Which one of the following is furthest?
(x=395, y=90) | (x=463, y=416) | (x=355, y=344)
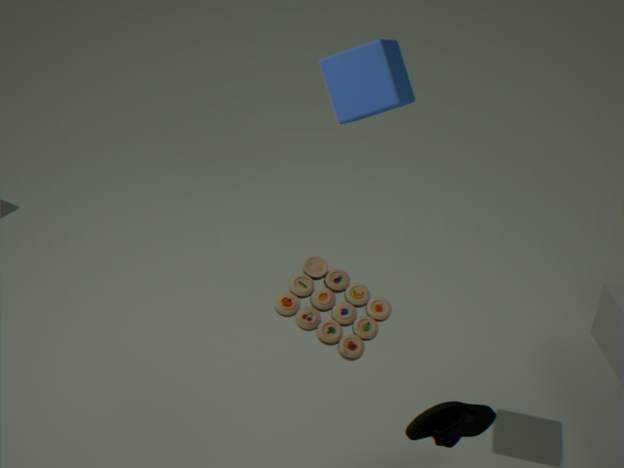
(x=395, y=90)
